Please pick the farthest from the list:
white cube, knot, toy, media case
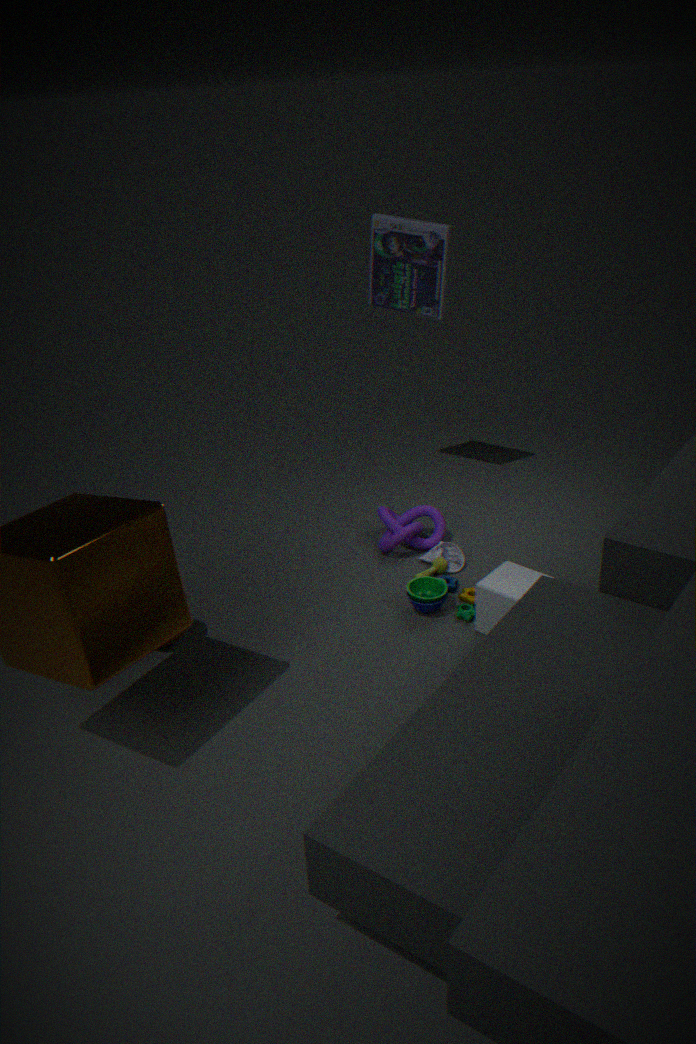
media case
